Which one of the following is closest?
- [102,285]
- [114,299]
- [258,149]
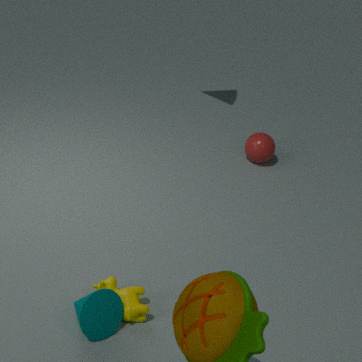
[114,299]
